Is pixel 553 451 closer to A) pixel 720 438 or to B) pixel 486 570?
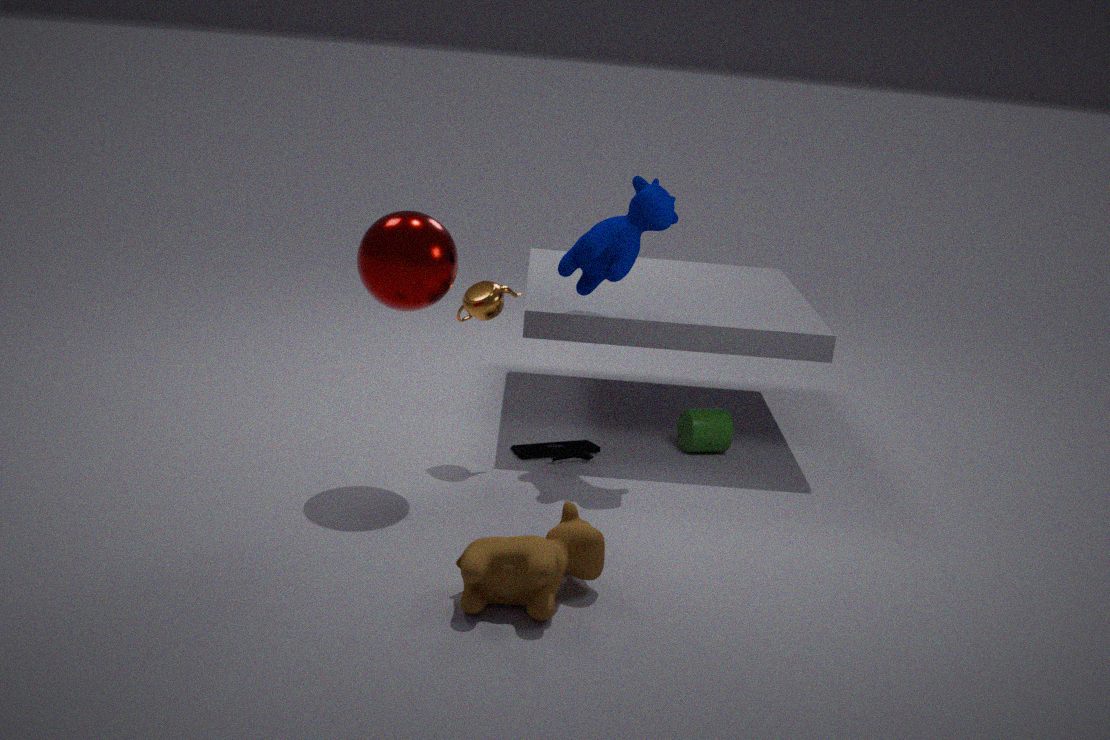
A) pixel 720 438
